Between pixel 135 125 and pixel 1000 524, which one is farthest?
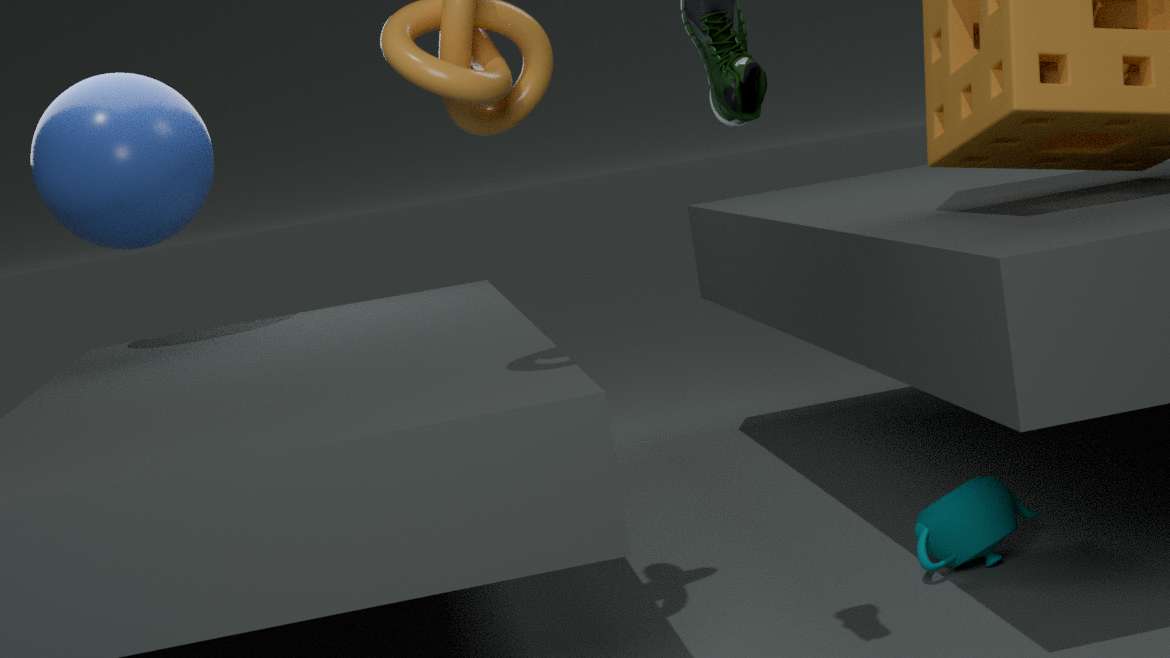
pixel 135 125
